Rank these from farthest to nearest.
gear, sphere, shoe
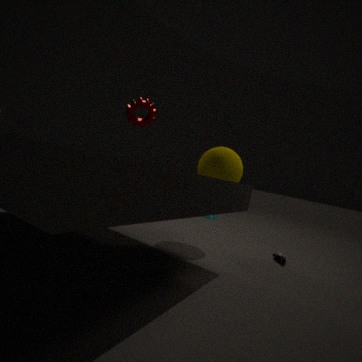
gear
shoe
sphere
